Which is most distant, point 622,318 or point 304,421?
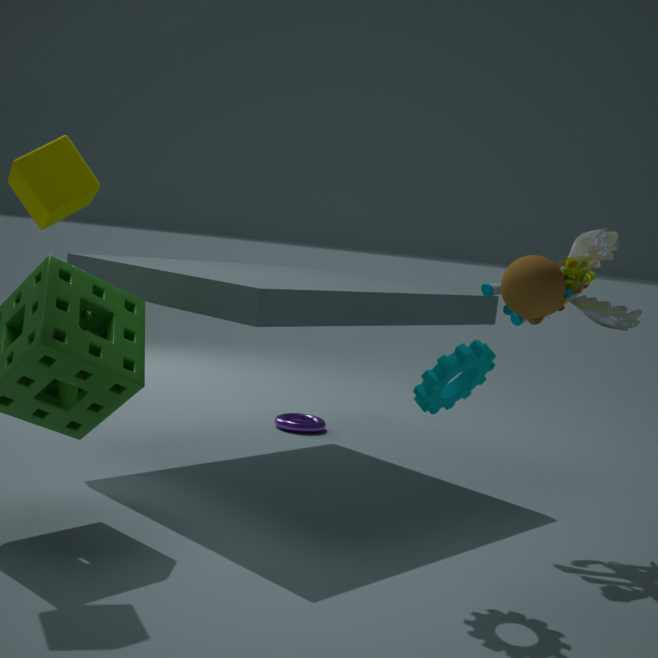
point 304,421
